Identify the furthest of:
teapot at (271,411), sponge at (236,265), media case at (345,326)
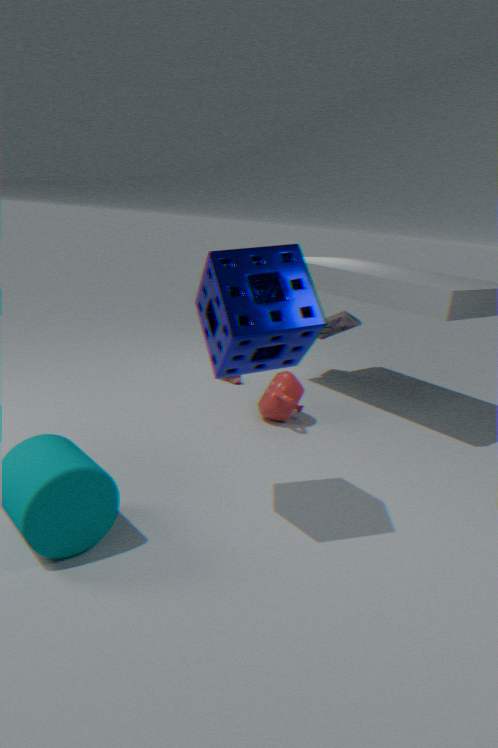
media case at (345,326)
